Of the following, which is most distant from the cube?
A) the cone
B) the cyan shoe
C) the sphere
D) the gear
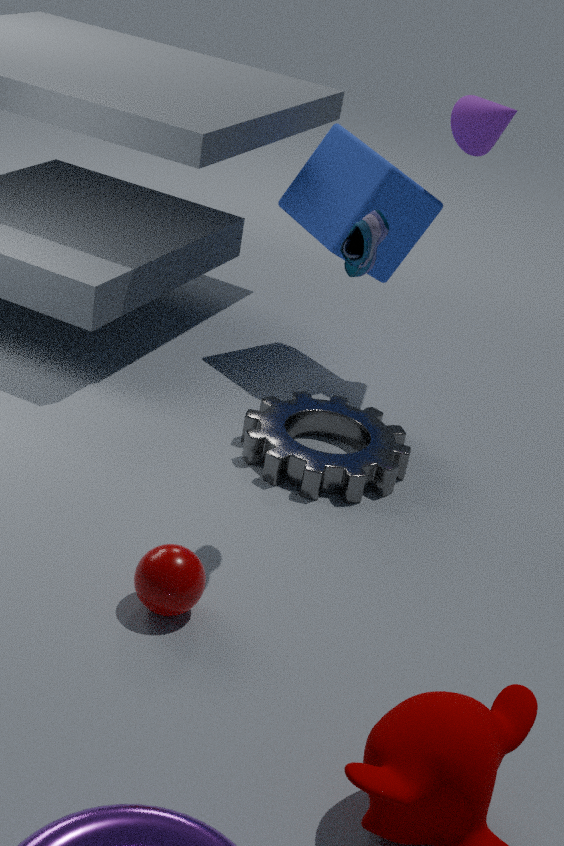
the sphere
